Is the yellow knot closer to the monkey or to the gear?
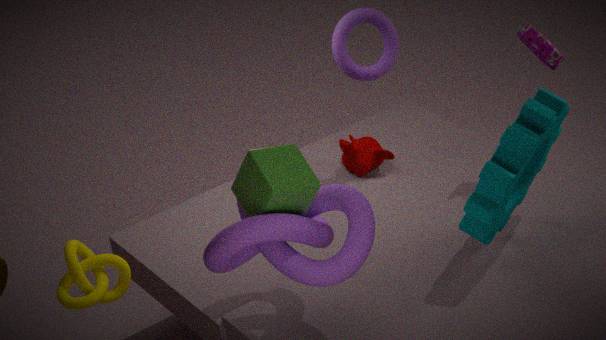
the monkey
